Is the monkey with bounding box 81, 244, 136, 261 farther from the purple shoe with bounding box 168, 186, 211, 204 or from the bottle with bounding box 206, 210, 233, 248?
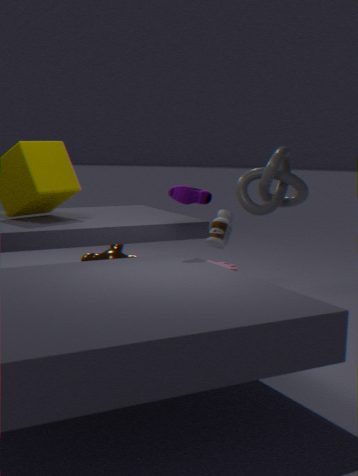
the purple shoe with bounding box 168, 186, 211, 204
